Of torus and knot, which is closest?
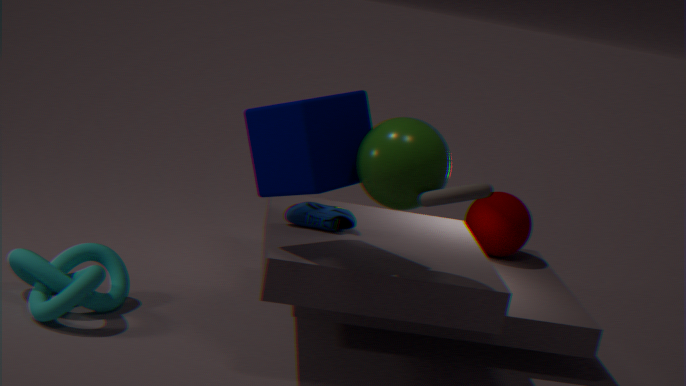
torus
